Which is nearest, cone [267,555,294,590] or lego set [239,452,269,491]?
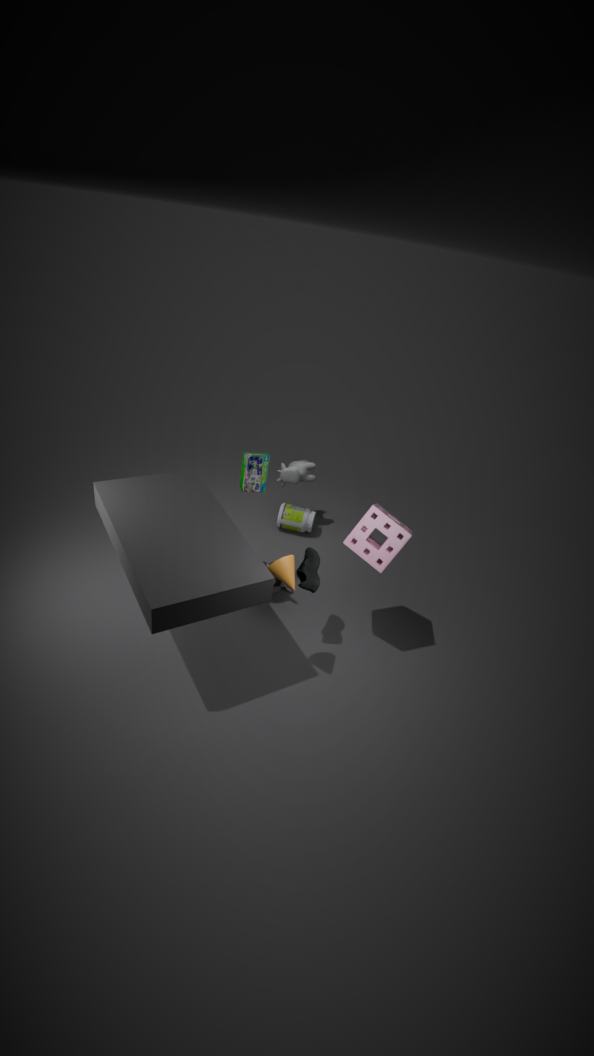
cone [267,555,294,590]
